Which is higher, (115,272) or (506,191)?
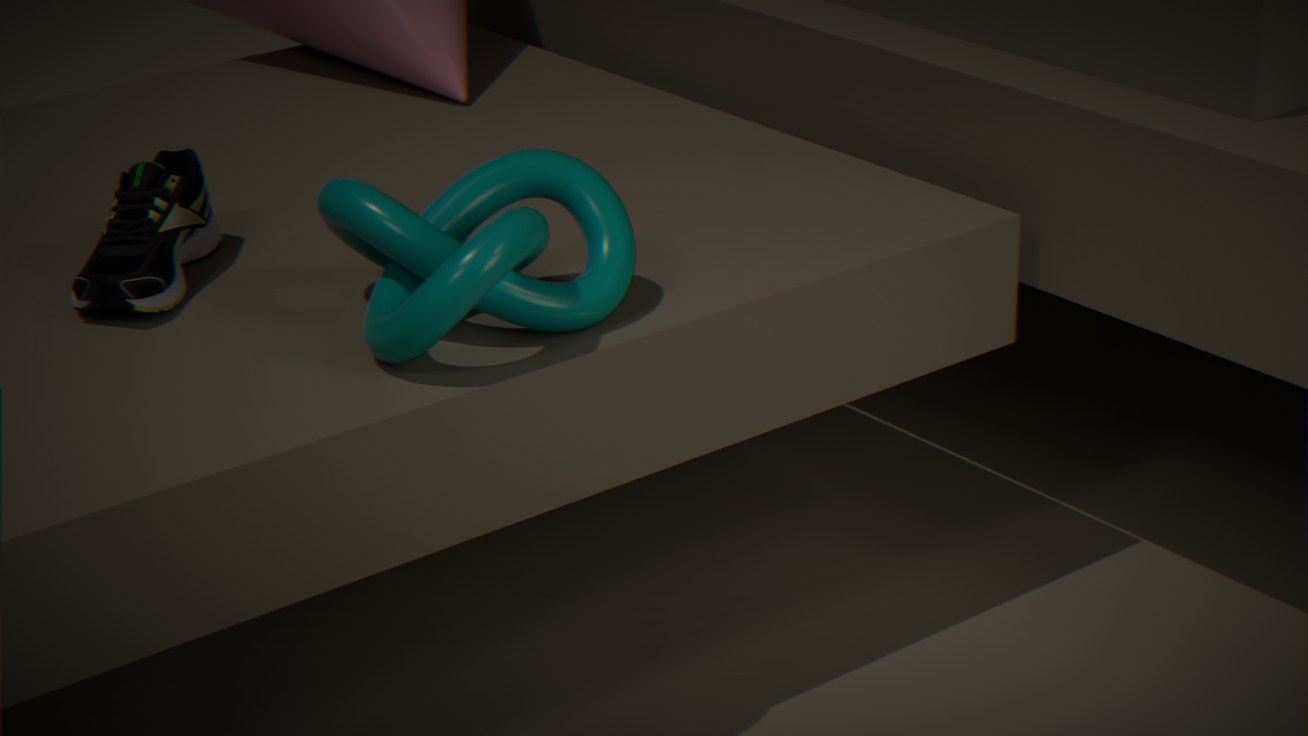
(506,191)
